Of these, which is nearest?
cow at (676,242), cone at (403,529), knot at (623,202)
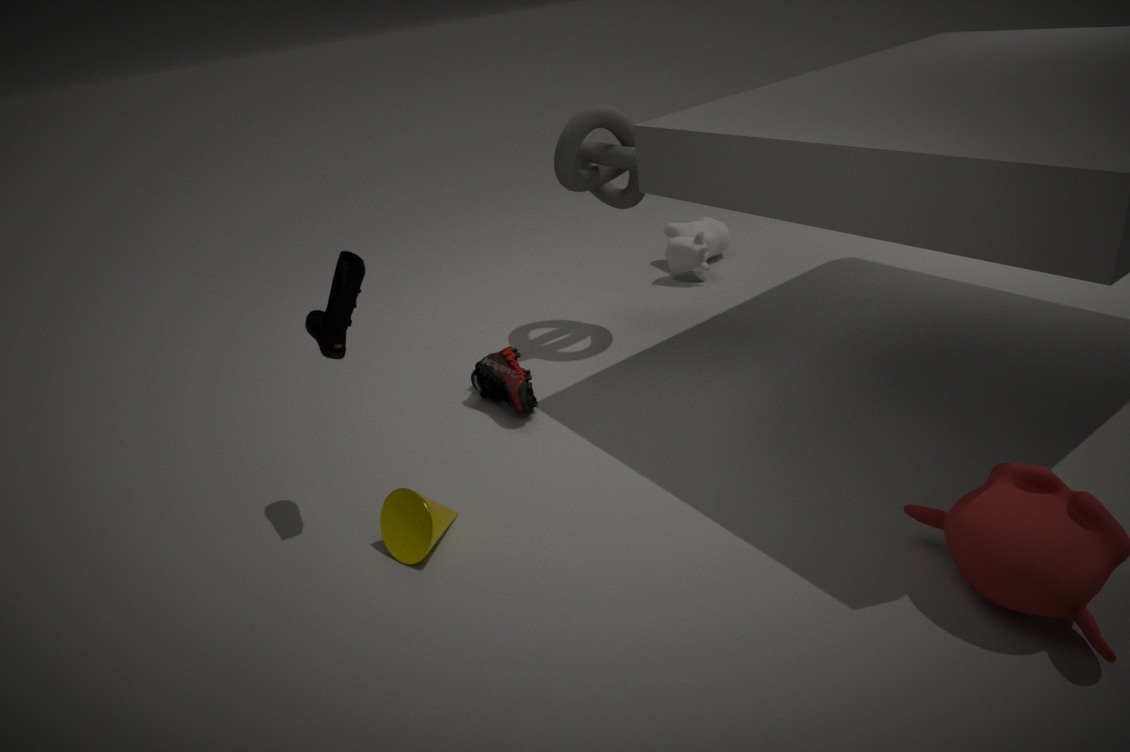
cone at (403,529)
